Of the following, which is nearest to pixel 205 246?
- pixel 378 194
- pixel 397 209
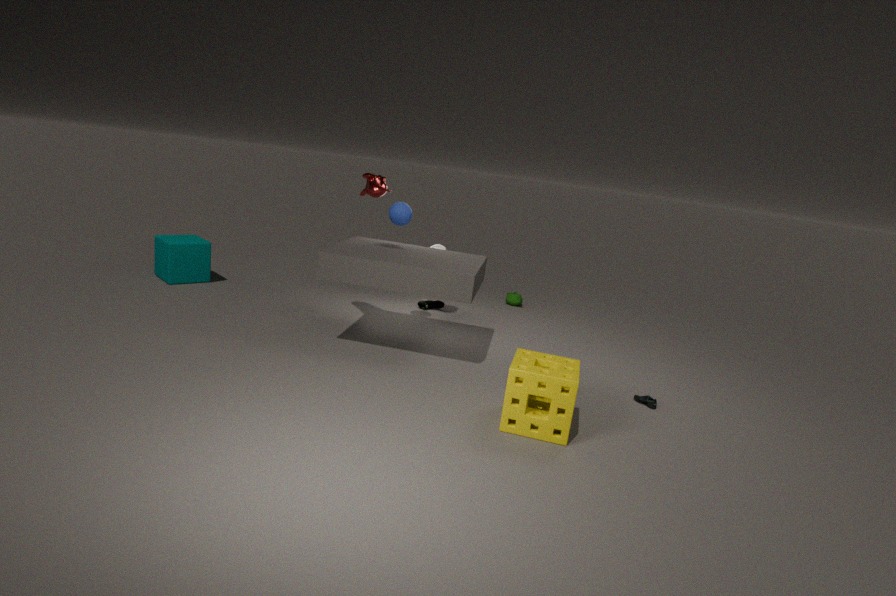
pixel 397 209
